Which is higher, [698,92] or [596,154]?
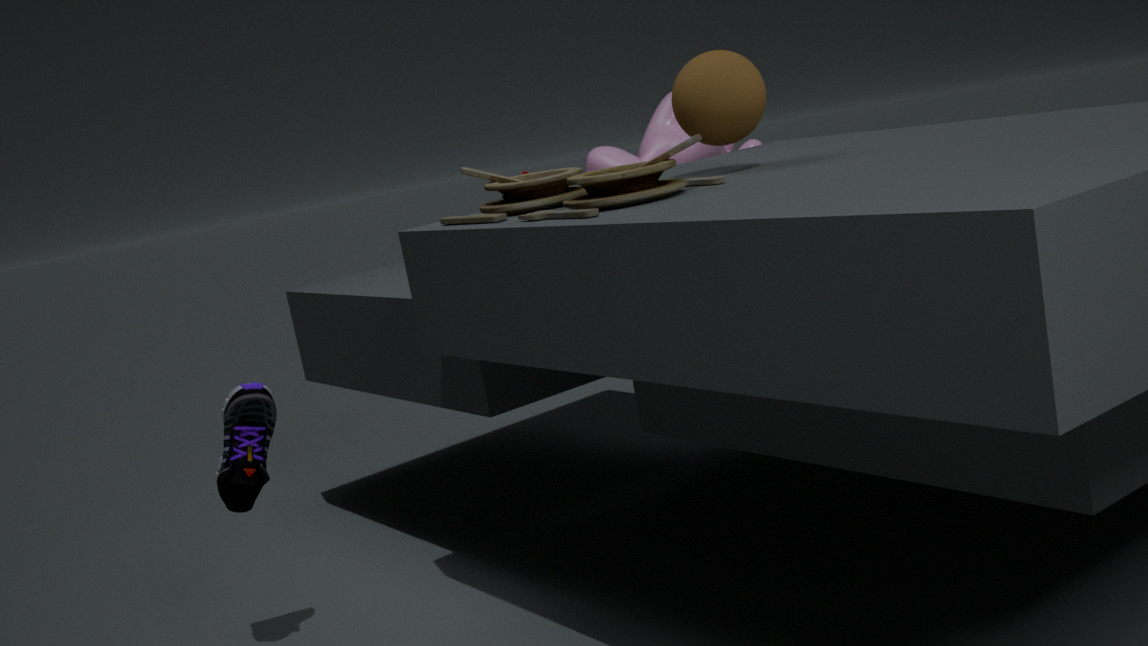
[698,92]
